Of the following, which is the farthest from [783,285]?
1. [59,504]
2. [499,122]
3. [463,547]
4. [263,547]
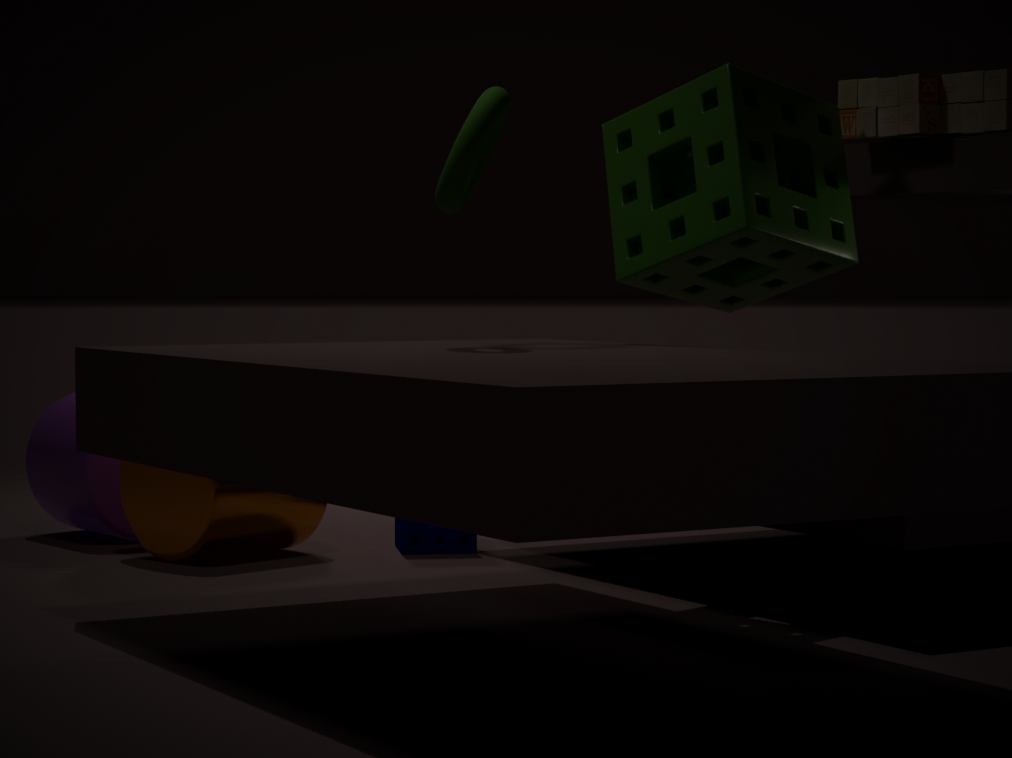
[59,504]
